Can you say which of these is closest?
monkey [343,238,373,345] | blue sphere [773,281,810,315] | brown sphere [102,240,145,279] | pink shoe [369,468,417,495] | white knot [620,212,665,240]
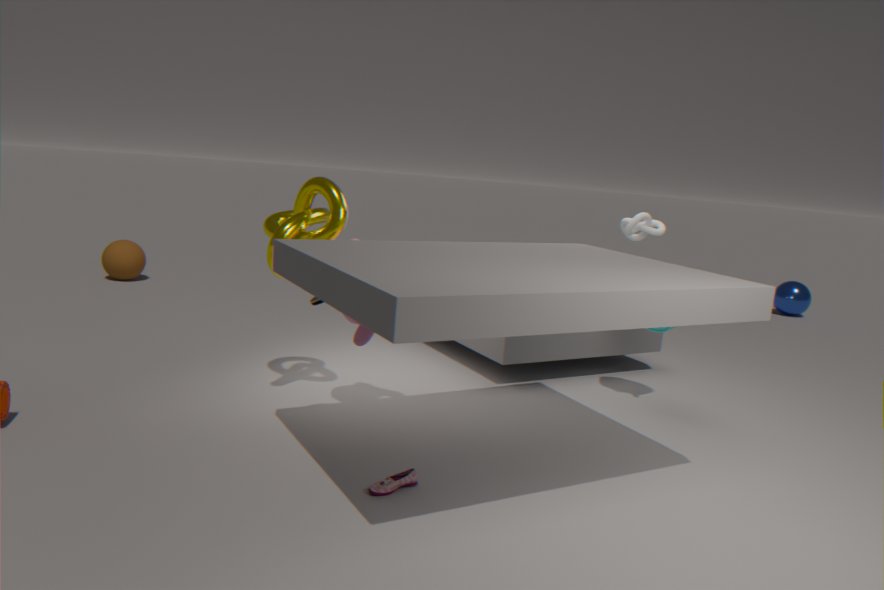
pink shoe [369,468,417,495]
